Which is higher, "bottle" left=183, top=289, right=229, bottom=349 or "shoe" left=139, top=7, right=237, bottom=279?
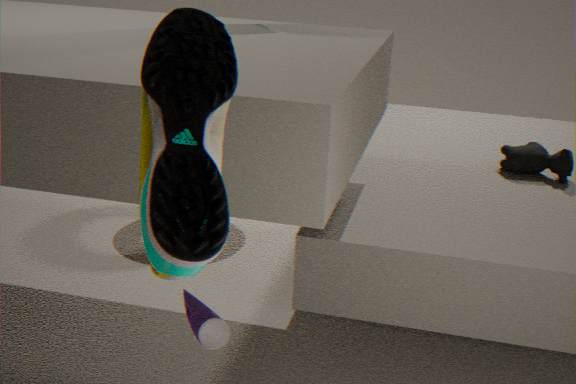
"shoe" left=139, top=7, right=237, bottom=279
